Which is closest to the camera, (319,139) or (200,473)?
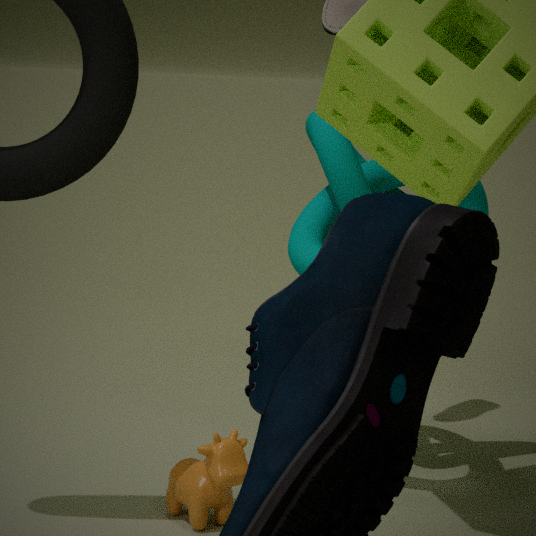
(200,473)
